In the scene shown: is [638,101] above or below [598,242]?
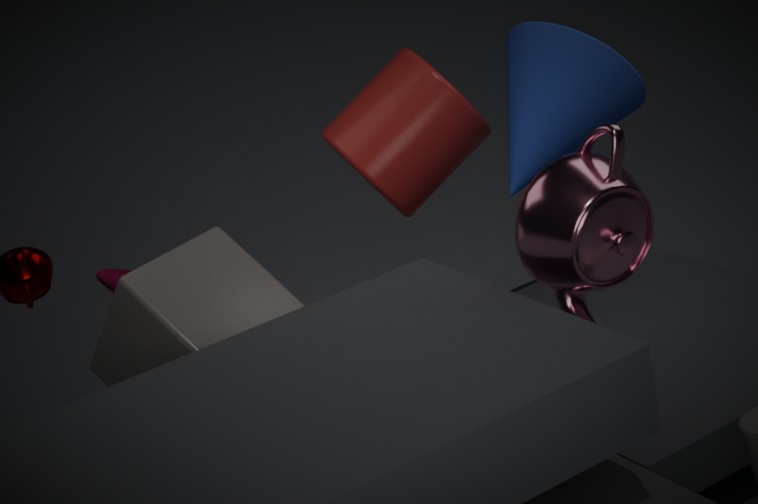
above
